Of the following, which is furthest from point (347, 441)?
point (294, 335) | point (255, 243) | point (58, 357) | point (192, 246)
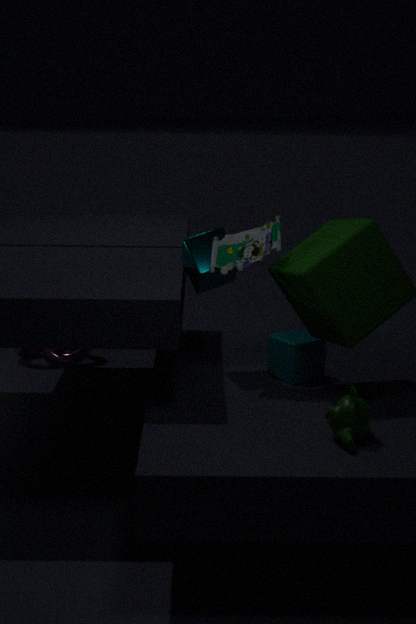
point (58, 357)
